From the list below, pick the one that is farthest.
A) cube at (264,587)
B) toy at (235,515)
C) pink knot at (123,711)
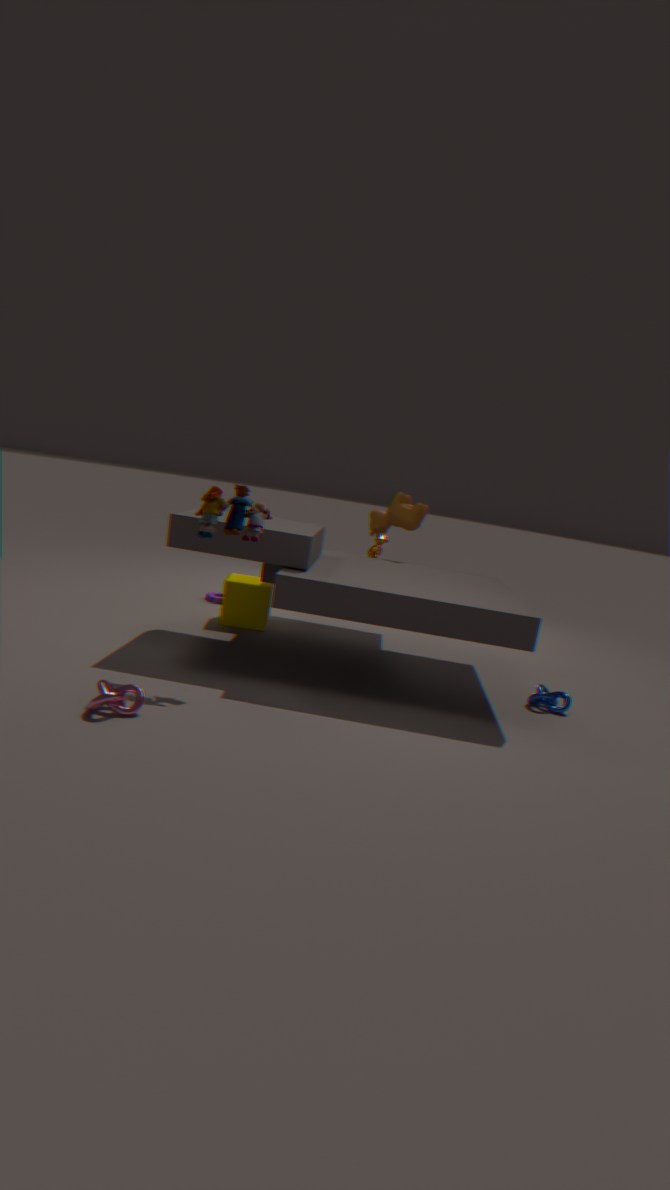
cube at (264,587)
